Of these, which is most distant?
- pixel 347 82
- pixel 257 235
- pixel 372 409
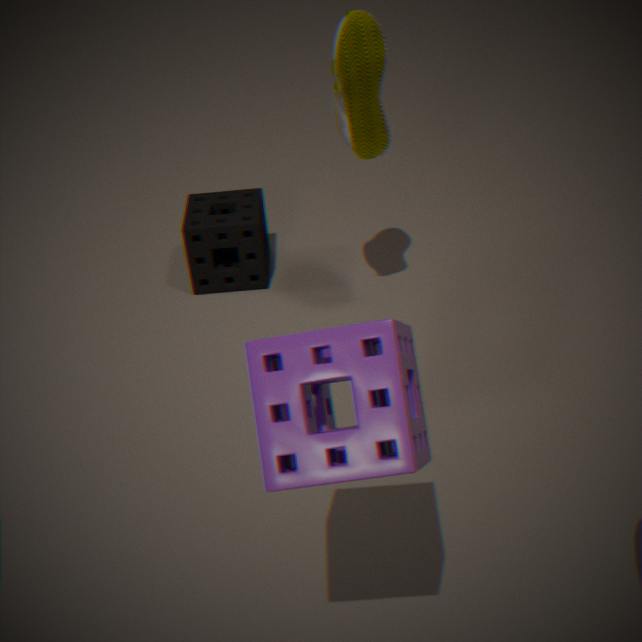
pixel 257 235
